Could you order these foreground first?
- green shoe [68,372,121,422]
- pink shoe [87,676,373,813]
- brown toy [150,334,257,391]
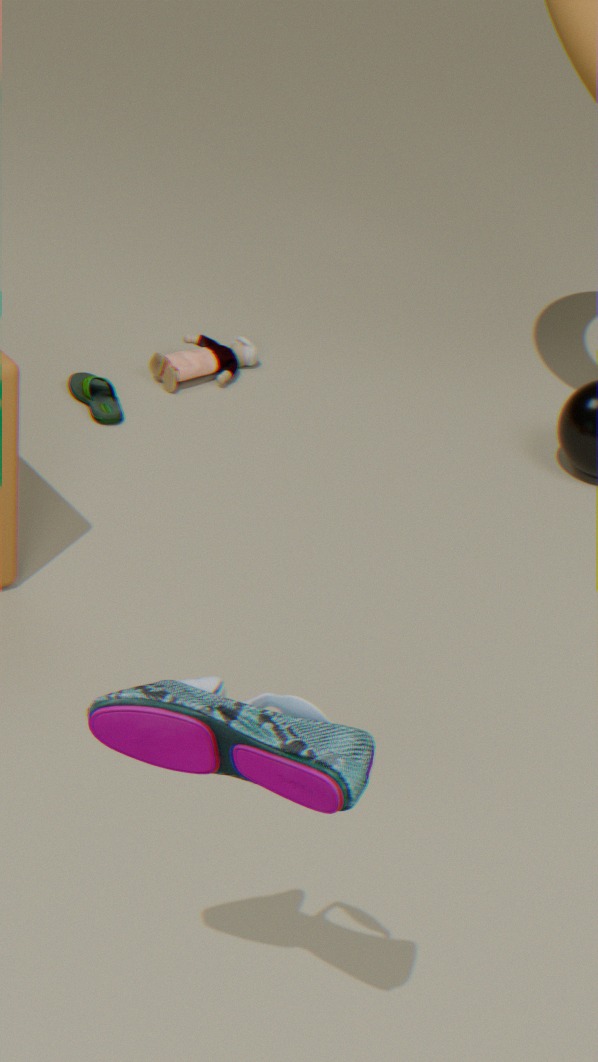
pink shoe [87,676,373,813]
green shoe [68,372,121,422]
brown toy [150,334,257,391]
